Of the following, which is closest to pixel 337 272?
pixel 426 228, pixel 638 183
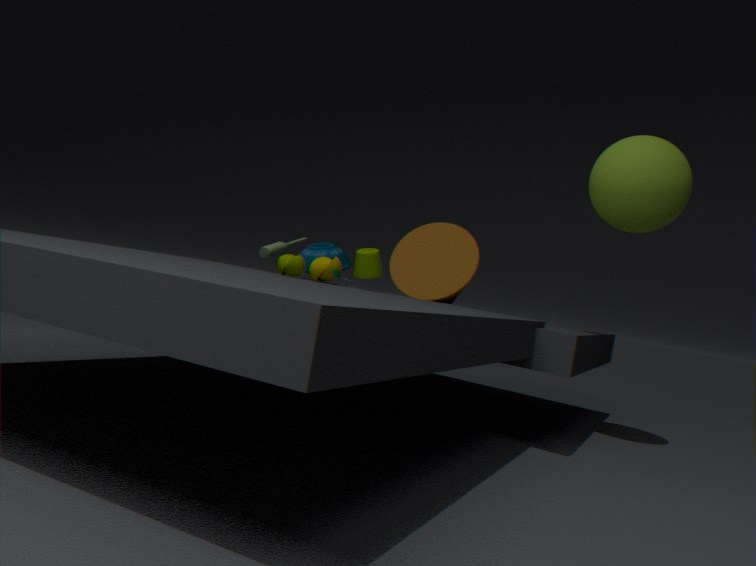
pixel 426 228
